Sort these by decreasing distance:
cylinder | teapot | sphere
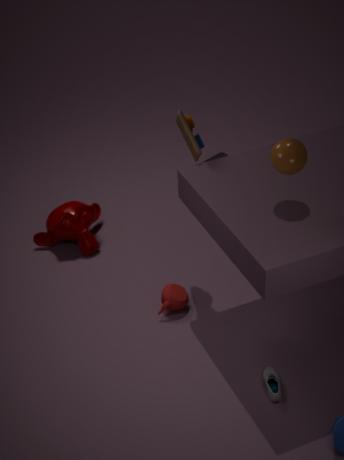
cylinder → teapot → sphere
